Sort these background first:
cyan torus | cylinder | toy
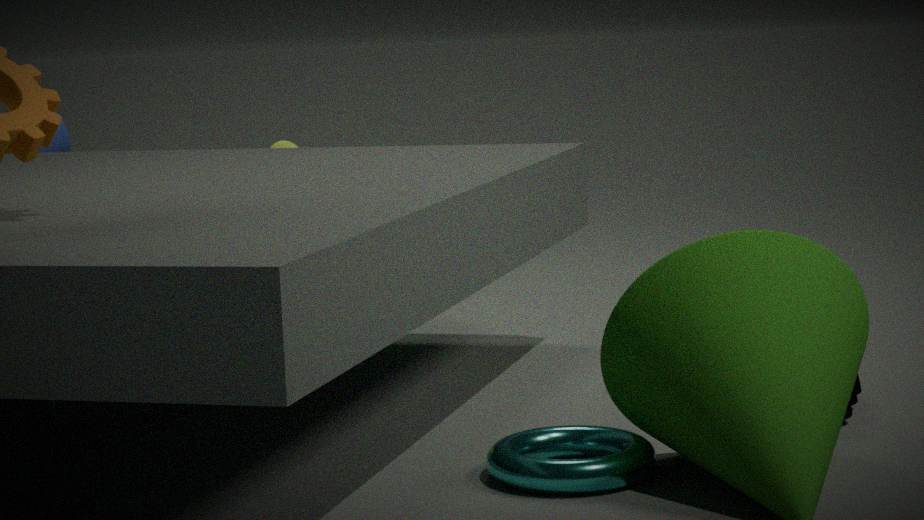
cylinder
toy
cyan torus
